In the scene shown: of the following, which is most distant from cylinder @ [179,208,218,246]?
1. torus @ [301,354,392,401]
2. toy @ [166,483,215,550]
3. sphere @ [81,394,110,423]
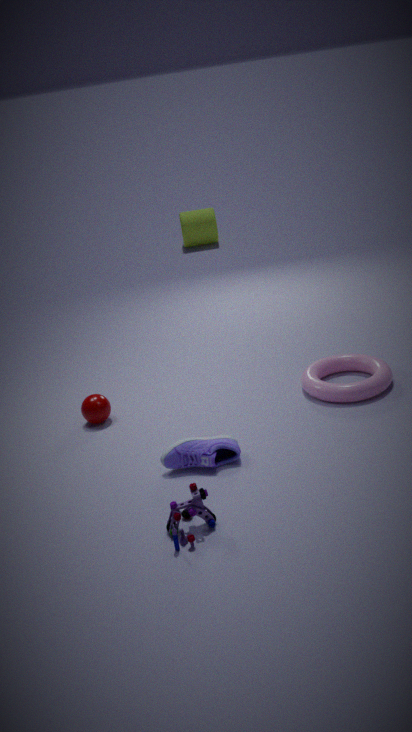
toy @ [166,483,215,550]
